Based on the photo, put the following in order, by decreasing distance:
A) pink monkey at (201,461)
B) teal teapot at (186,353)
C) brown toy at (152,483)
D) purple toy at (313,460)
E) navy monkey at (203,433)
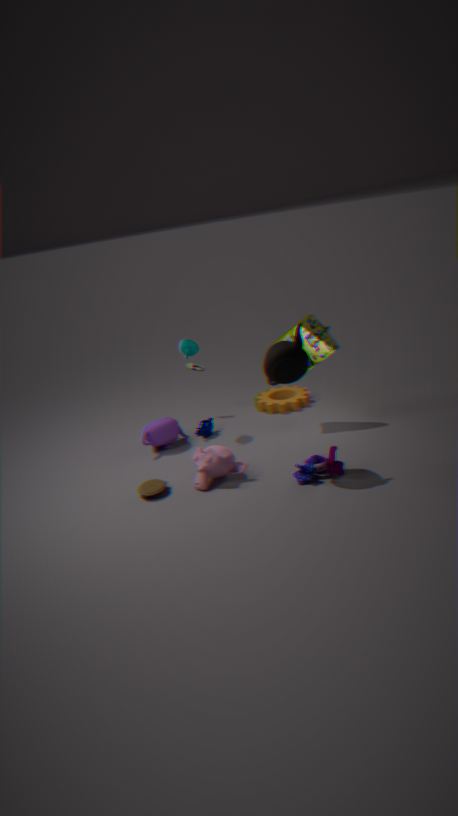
navy monkey at (203,433), teal teapot at (186,353), pink monkey at (201,461), brown toy at (152,483), purple toy at (313,460)
